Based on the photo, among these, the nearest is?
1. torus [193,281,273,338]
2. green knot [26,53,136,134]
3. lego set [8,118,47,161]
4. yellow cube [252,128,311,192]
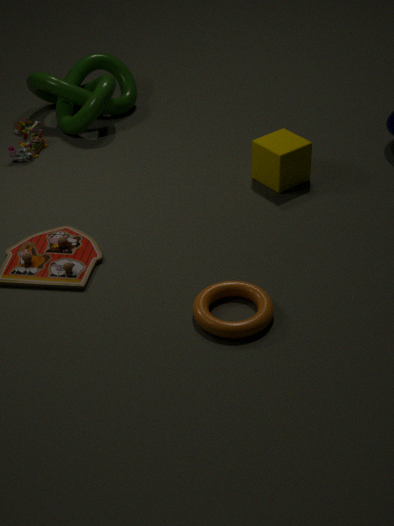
torus [193,281,273,338]
